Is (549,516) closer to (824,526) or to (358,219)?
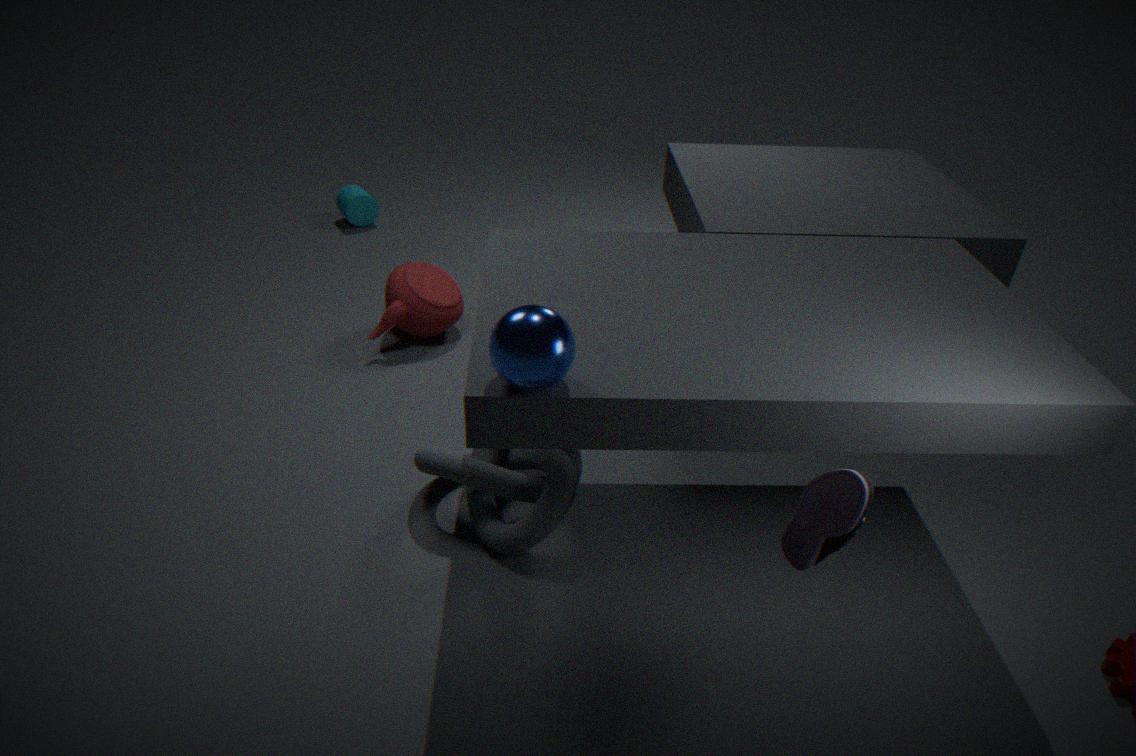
(824,526)
